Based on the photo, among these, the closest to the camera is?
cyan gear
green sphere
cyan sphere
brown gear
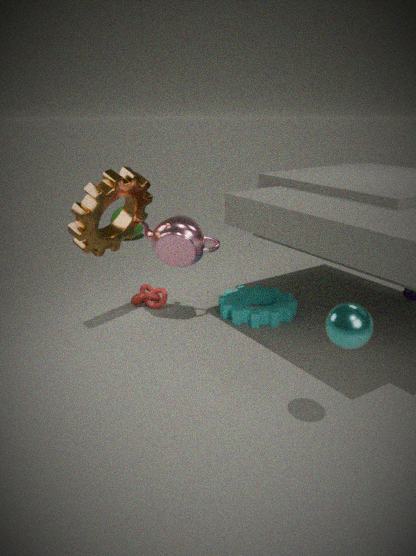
cyan sphere
